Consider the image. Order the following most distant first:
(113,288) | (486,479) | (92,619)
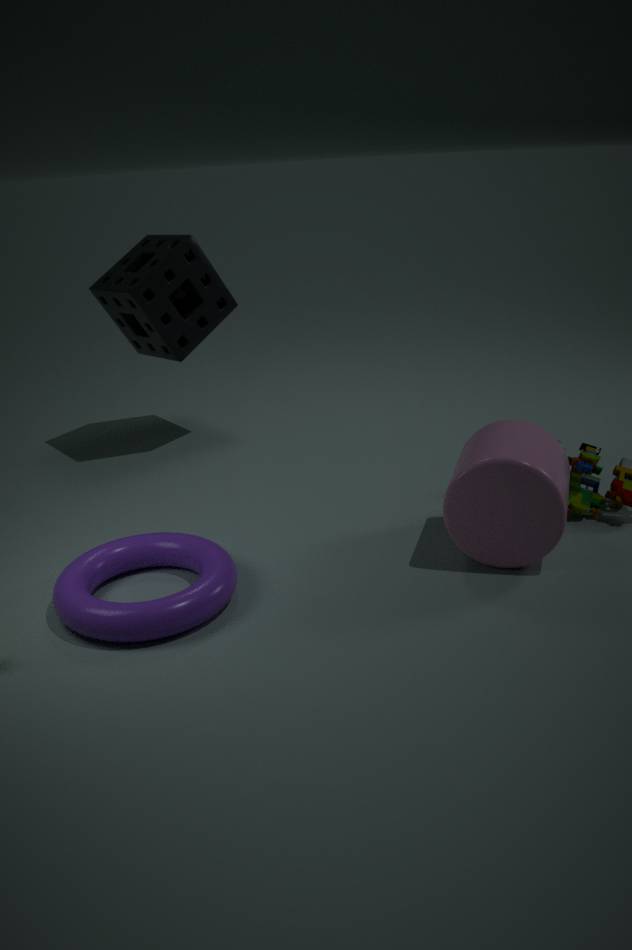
(113,288)
(486,479)
(92,619)
